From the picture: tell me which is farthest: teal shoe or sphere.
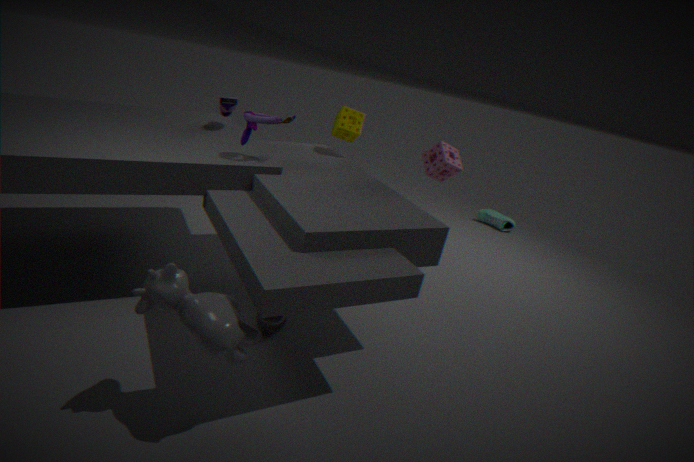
teal shoe
